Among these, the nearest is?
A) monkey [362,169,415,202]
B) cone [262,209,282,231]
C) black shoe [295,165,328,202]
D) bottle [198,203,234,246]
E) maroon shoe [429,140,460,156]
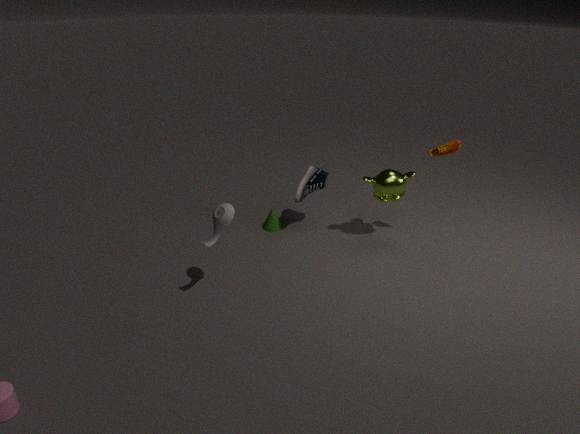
bottle [198,203,234,246]
